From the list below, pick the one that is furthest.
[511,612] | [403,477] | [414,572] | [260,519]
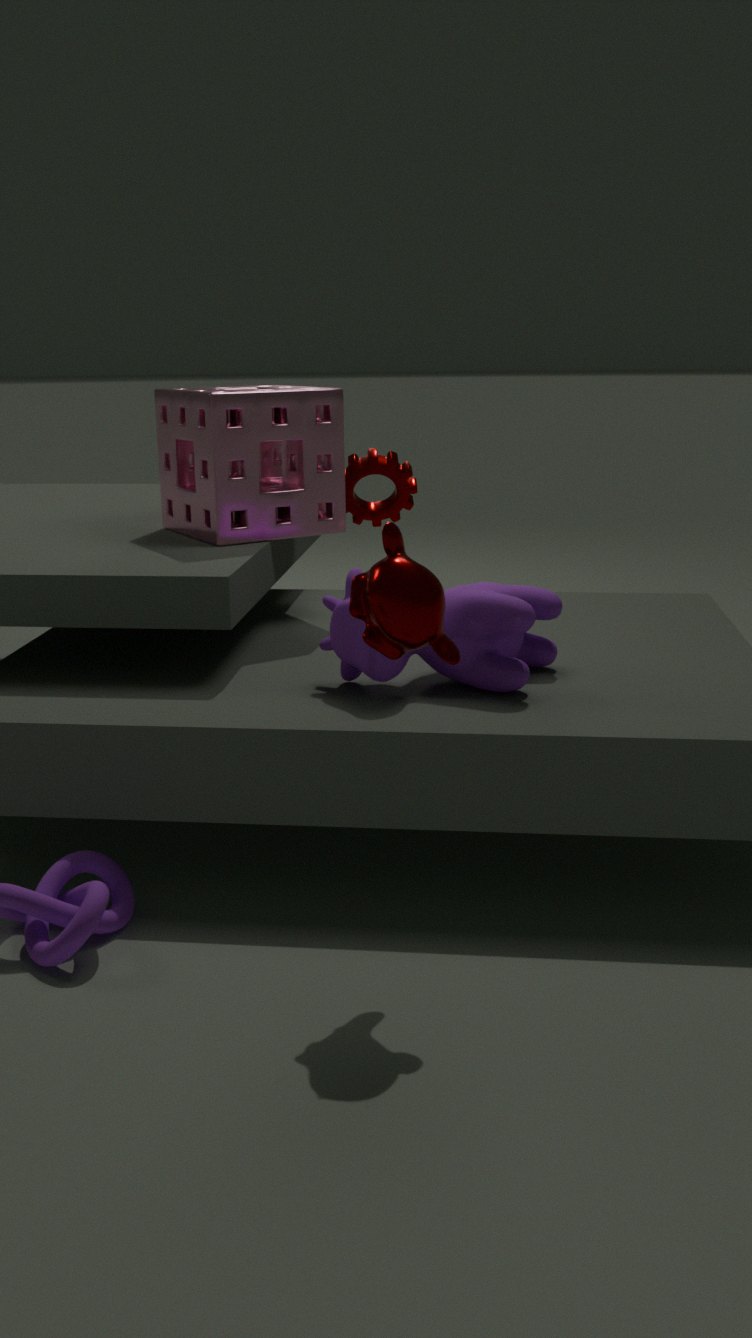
[403,477]
